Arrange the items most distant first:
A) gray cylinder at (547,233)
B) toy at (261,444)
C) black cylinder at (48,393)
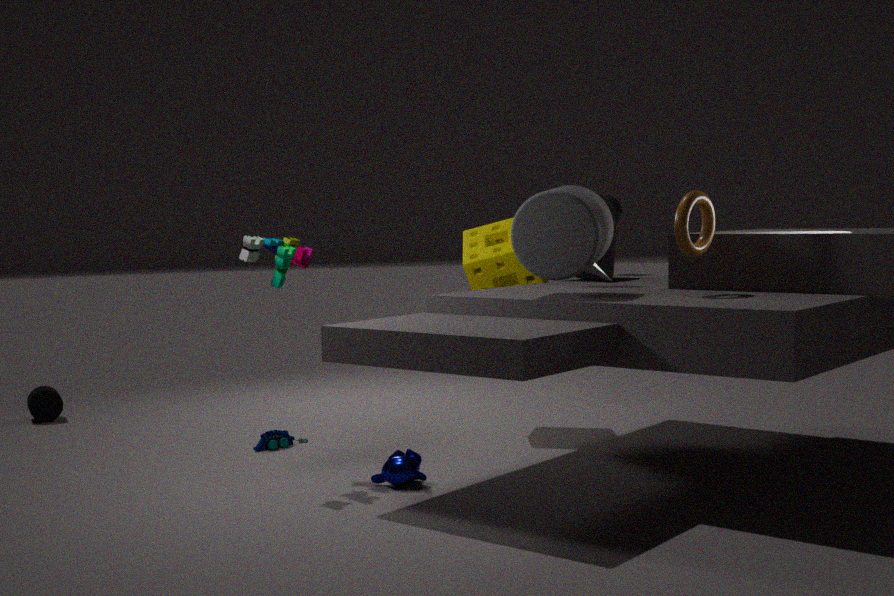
black cylinder at (48,393) → toy at (261,444) → gray cylinder at (547,233)
